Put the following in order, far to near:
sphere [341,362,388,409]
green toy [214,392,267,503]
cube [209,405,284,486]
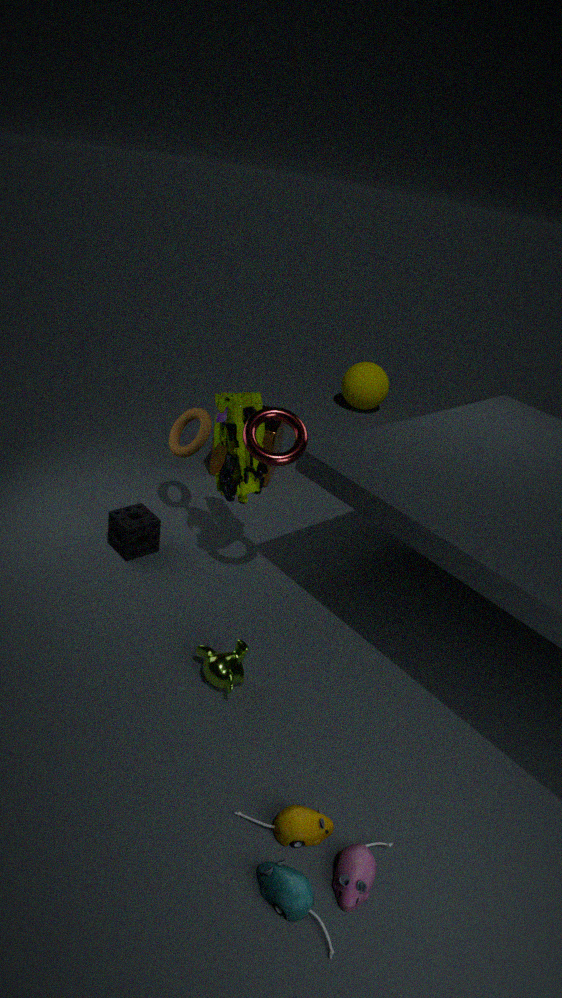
sphere [341,362,388,409] < cube [209,405,284,486] < green toy [214,392,267,503]
